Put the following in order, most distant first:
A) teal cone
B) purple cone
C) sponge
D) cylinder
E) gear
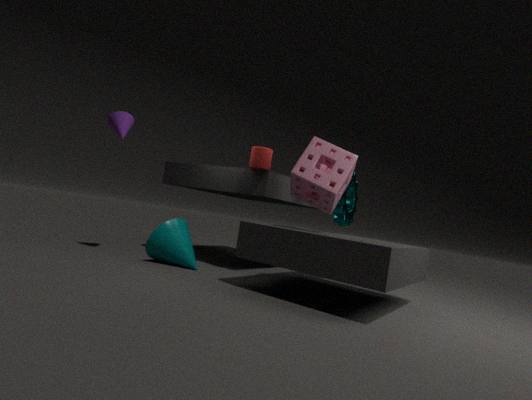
gear → purple cone → cylinder → teal cone → sponge
